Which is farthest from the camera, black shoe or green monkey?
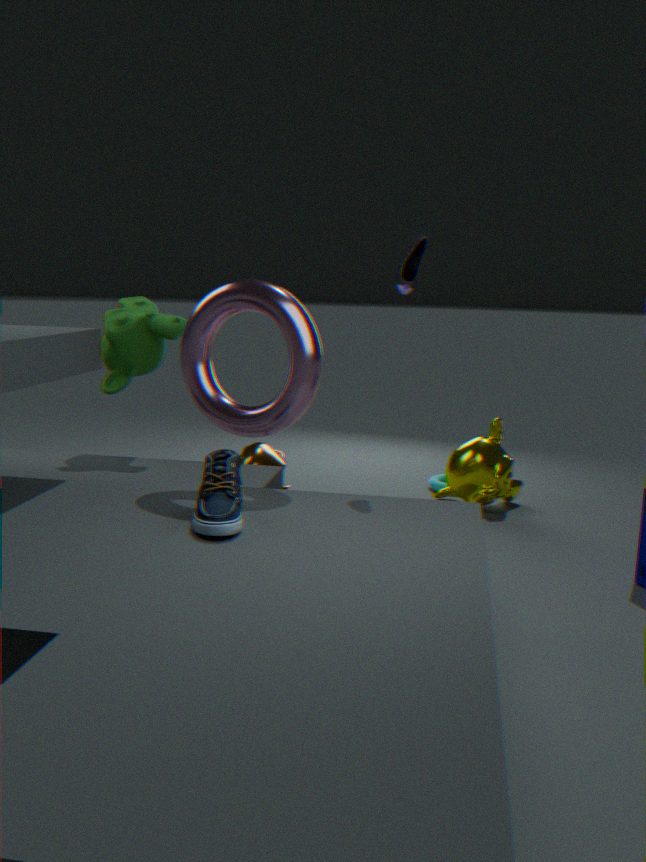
green monkey
